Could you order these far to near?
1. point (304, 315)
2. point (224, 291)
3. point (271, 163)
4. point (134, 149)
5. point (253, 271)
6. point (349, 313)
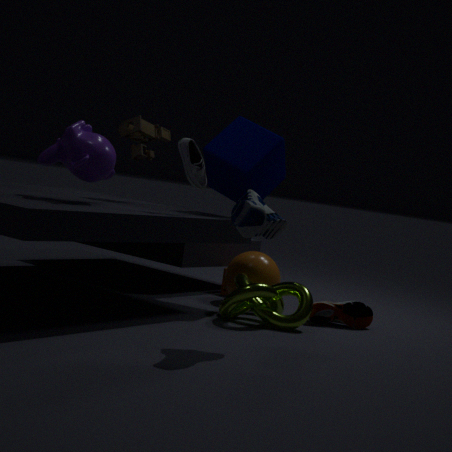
1. point (224, 291)
2. point (253, 271)
3. point (134, 149)
4. point (271, 163)
5. point (349, 313)
6. point (304, 315)
